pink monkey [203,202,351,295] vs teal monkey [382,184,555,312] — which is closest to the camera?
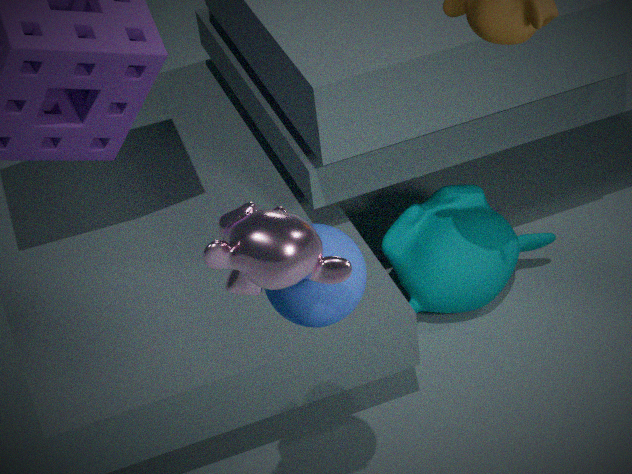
pink monkey [203,202,351,295]
